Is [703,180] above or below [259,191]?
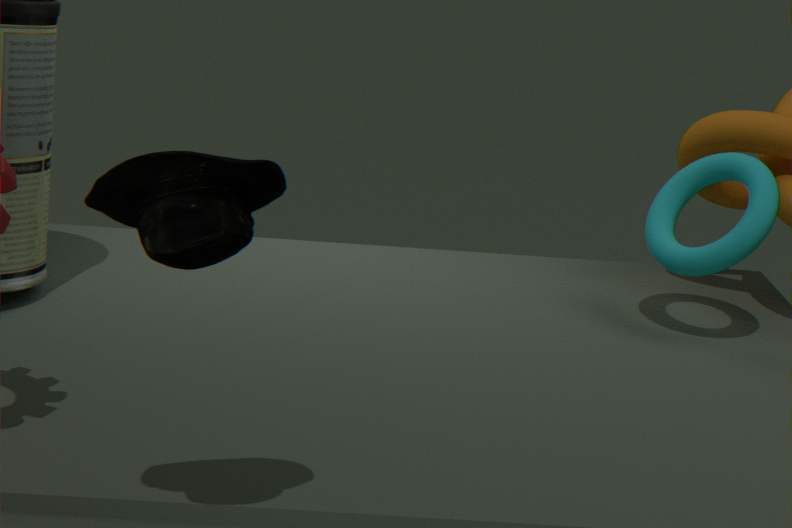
below
